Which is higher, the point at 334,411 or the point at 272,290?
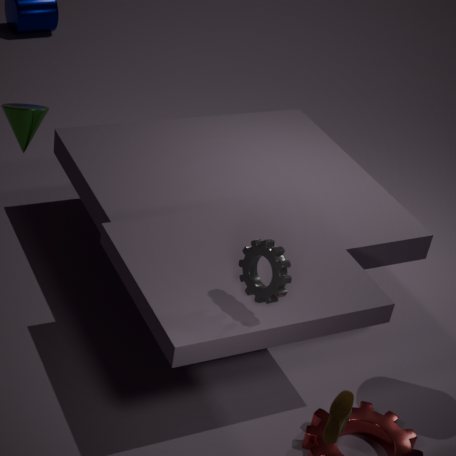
the point at 272,290
